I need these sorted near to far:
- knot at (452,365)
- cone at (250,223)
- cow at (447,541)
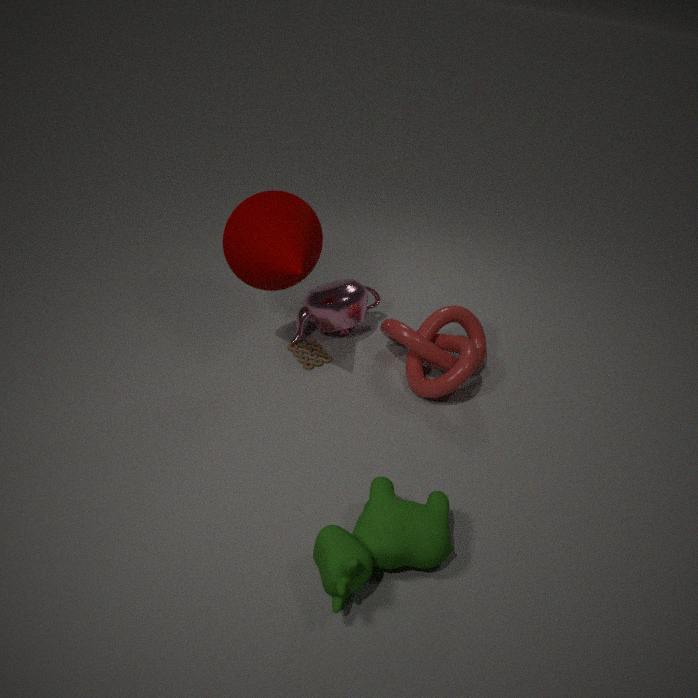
cow at (447,541)
cone at (250,223)
knot at (452,365)
